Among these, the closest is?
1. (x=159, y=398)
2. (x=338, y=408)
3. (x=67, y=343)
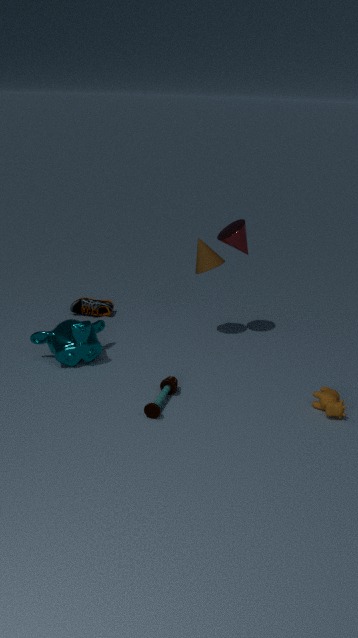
(x=338, y=408)
